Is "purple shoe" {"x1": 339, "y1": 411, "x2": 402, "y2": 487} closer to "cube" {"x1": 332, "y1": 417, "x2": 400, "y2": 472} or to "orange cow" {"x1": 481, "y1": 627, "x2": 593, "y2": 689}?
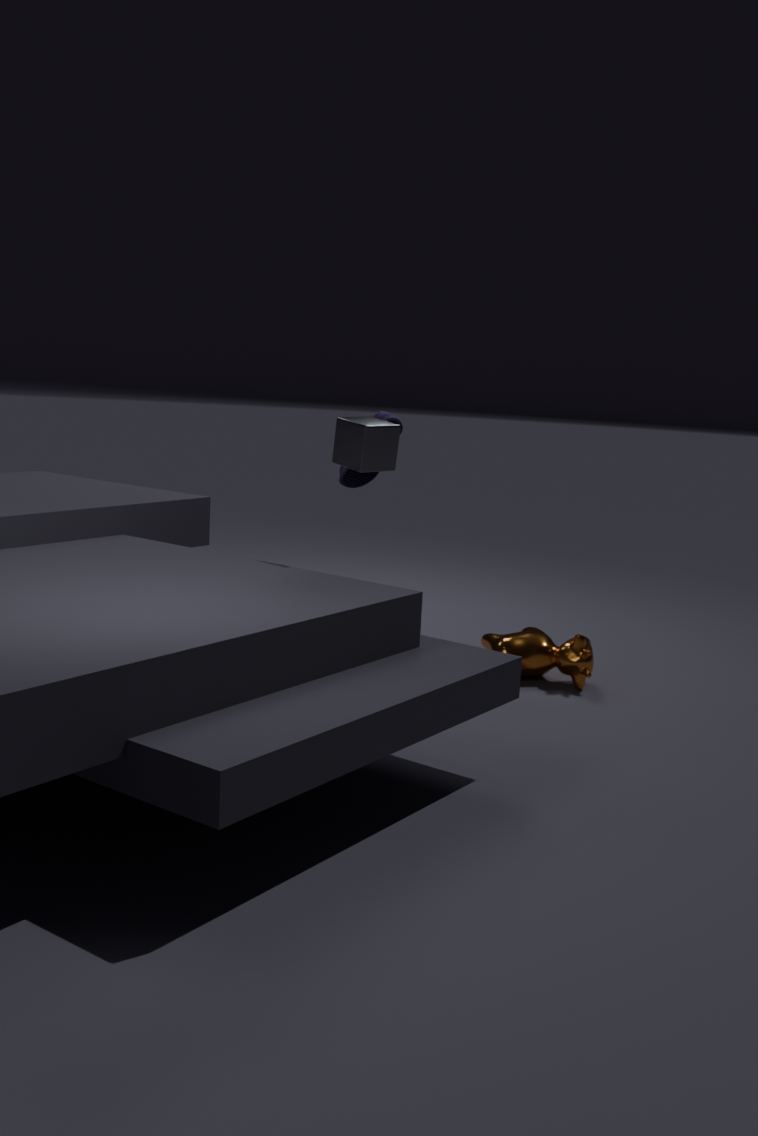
"cube" {"x1": 332, "y1": 417, "x2": 400, "y2": 472}
